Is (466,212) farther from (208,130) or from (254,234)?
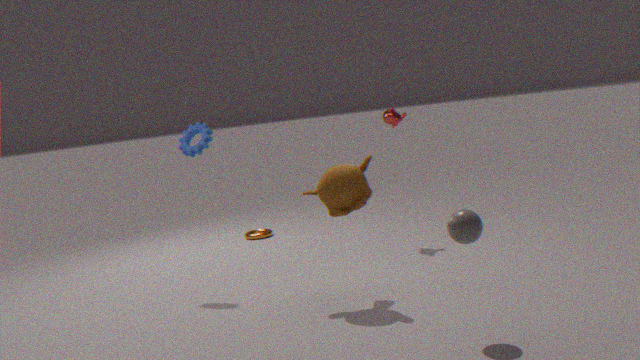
(254,234)
